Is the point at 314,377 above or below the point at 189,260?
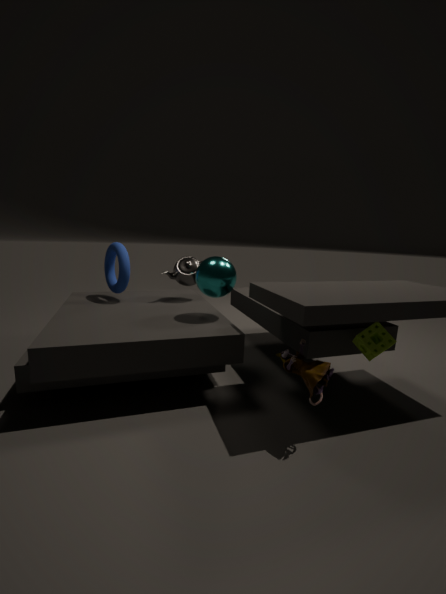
below
